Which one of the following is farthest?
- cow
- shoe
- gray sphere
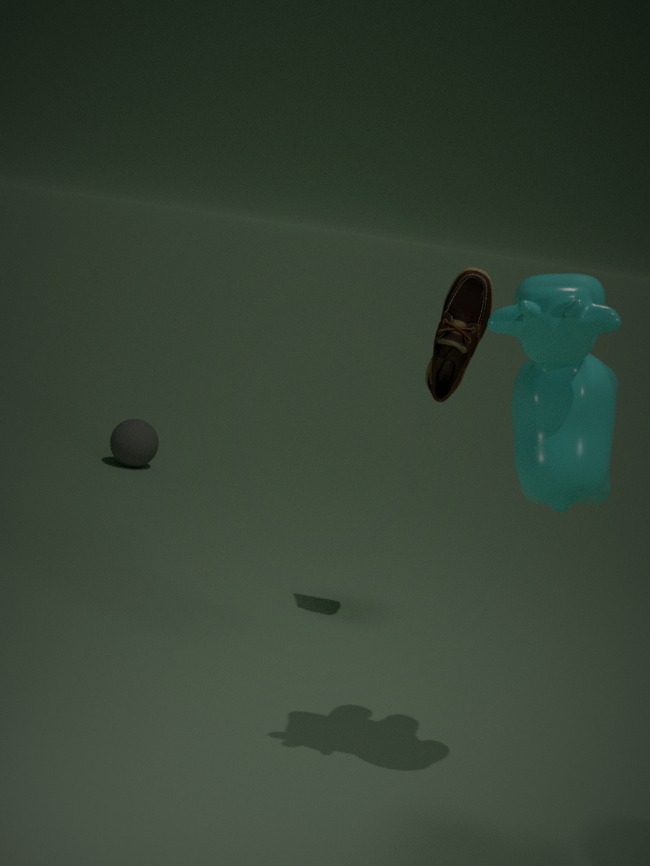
gray sphere
